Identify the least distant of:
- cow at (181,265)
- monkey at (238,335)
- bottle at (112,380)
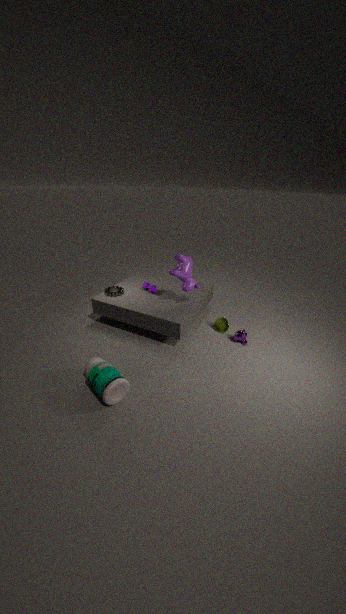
bottle at (112,380)
